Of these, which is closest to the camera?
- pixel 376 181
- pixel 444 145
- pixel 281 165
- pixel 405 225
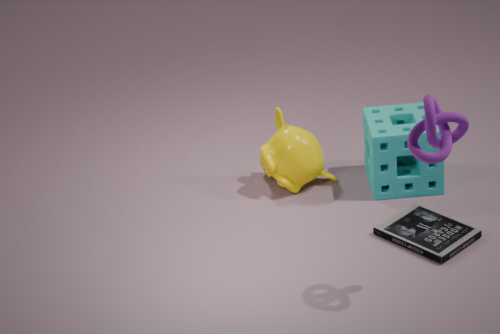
pixel 444 145
